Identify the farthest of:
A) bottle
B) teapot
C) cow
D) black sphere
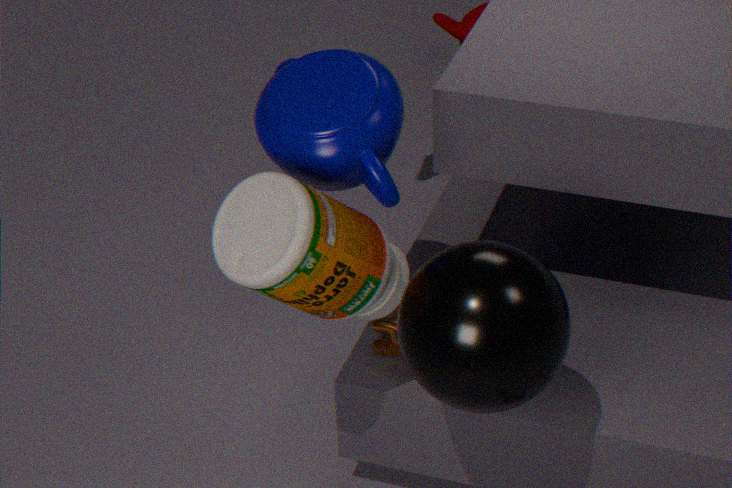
cow
